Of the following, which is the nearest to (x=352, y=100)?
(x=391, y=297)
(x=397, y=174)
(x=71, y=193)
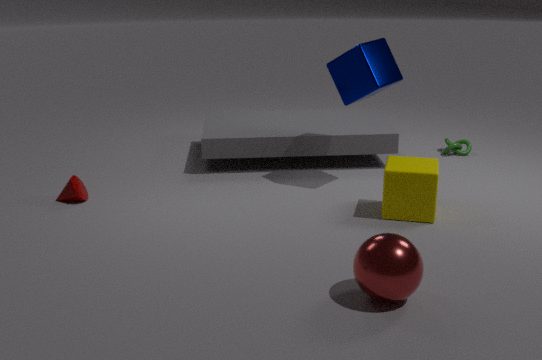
(x=397, y=174)
